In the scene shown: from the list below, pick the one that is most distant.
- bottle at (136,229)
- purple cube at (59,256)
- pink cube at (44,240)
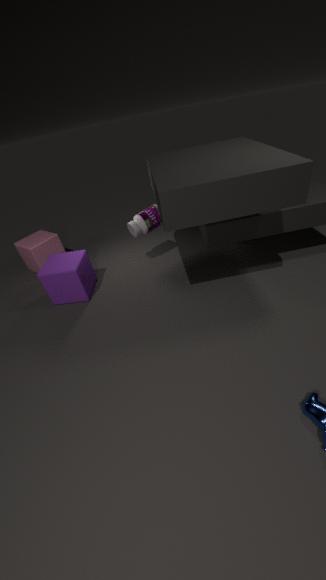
pink cube at (44,240)
